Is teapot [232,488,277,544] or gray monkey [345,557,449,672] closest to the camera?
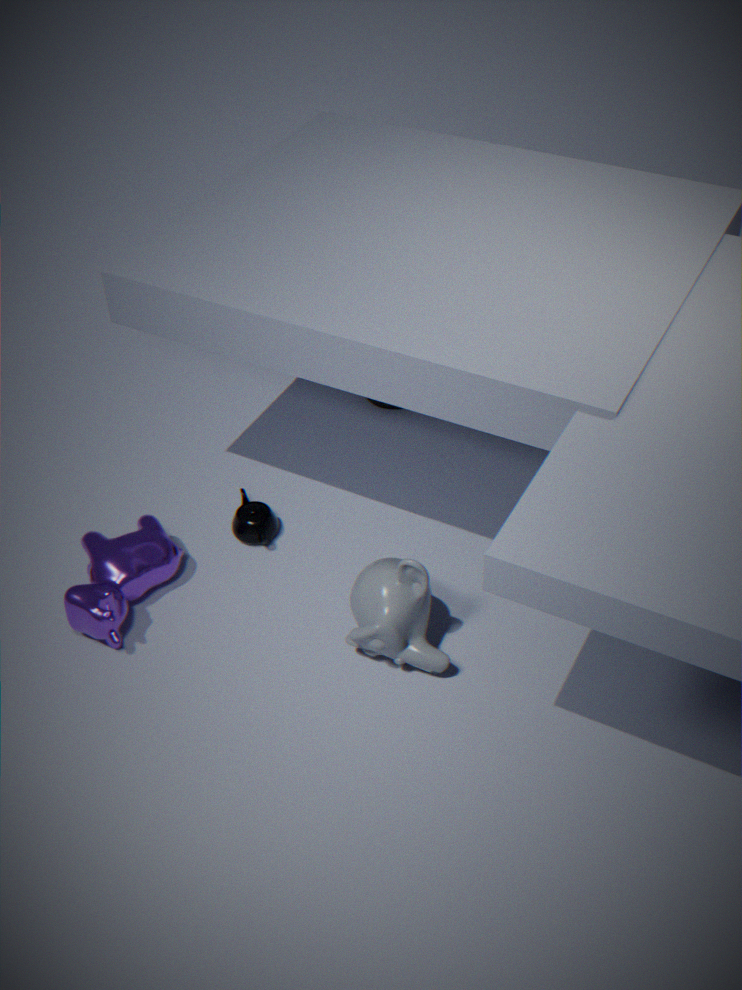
gray monkey [345,557,449,672]
